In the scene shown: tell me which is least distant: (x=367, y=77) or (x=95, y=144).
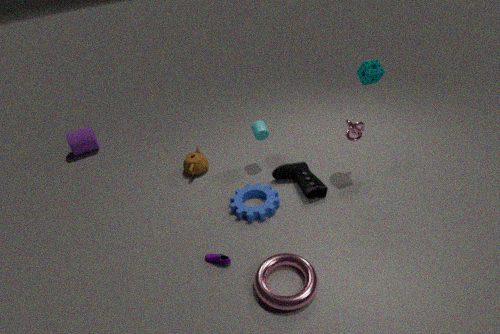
(x=367, y=77)
